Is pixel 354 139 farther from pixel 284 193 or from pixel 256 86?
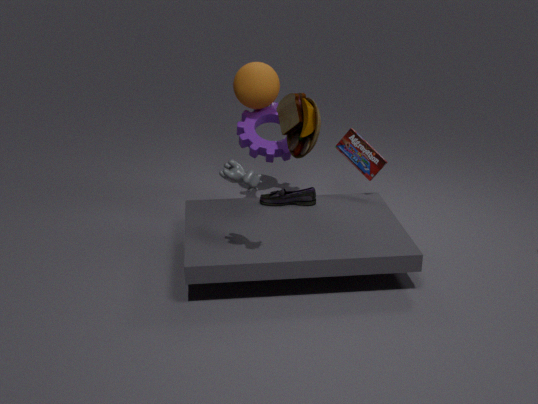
pixel 256 86
